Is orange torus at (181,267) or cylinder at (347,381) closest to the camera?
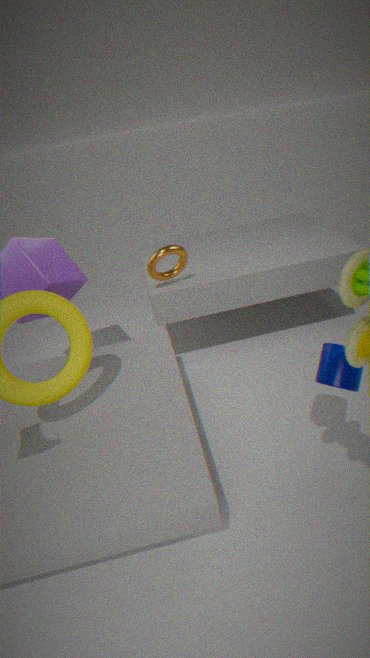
cylinder at (347,381)
